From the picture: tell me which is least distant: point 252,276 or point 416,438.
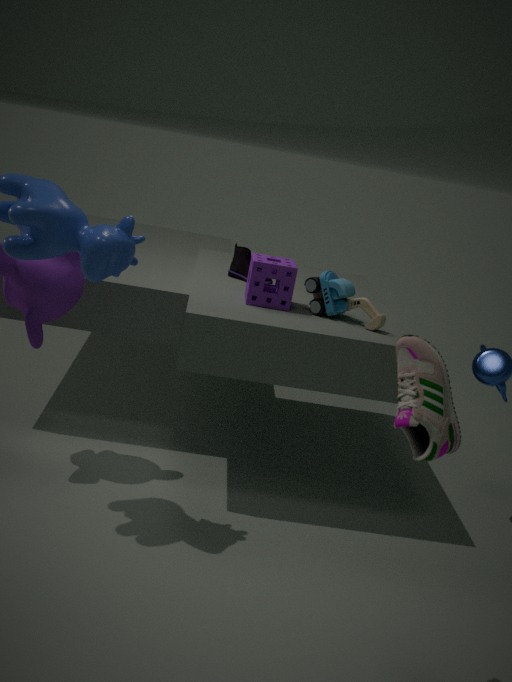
point 416,438
